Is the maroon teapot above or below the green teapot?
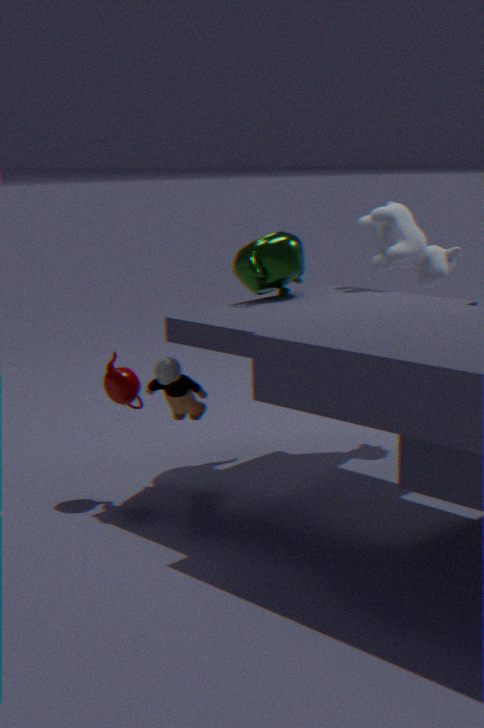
below
